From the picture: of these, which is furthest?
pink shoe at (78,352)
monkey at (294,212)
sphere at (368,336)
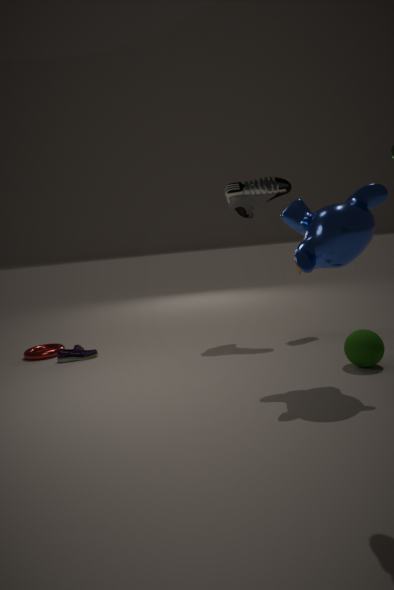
pink shoe at (78,352)
